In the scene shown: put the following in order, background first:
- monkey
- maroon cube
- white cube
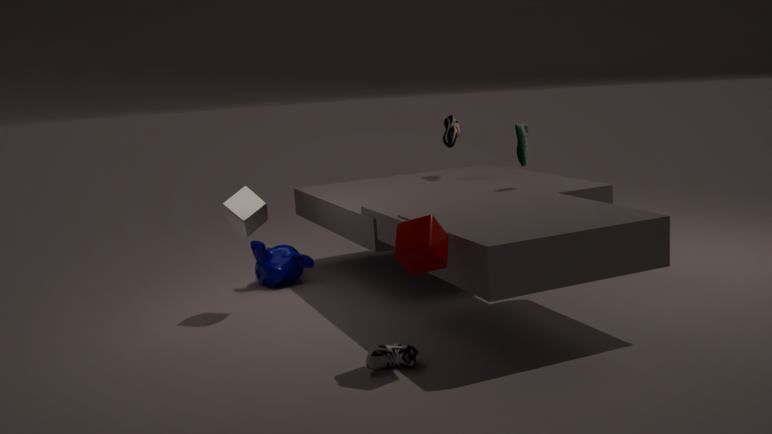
monkey, white cube, maroon cube
